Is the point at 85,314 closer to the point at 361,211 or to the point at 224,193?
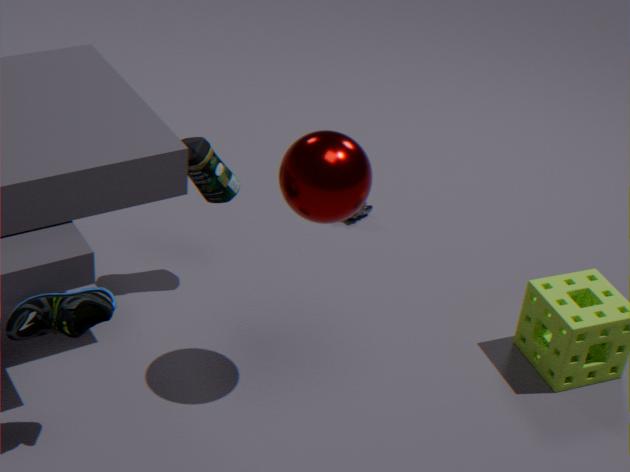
the point at 224,193
